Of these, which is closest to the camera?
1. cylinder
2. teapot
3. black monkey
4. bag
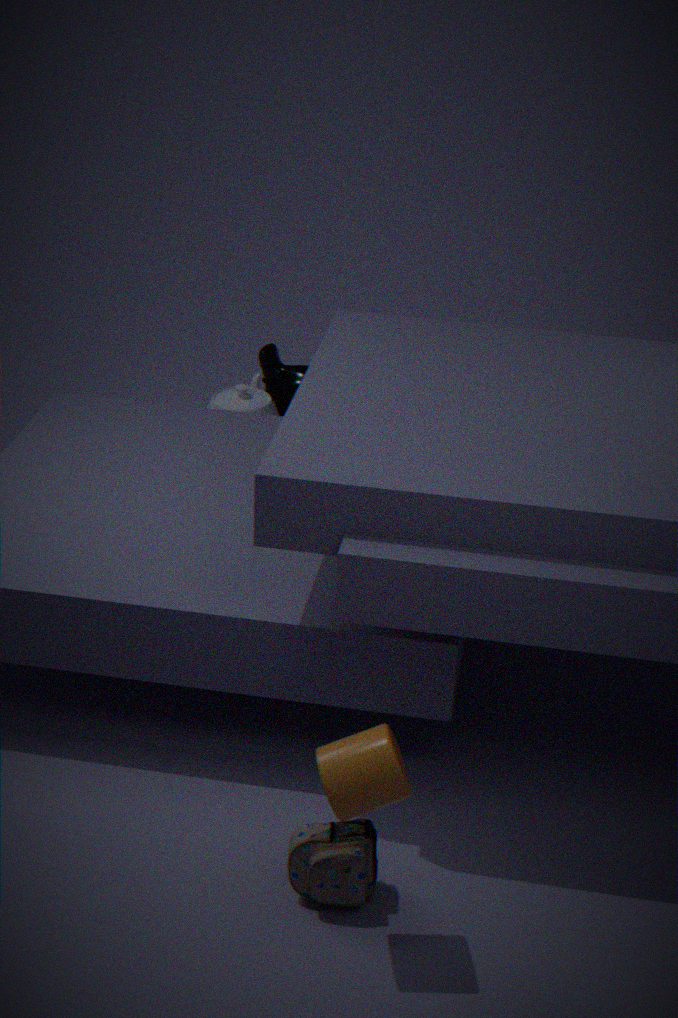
cylinder
